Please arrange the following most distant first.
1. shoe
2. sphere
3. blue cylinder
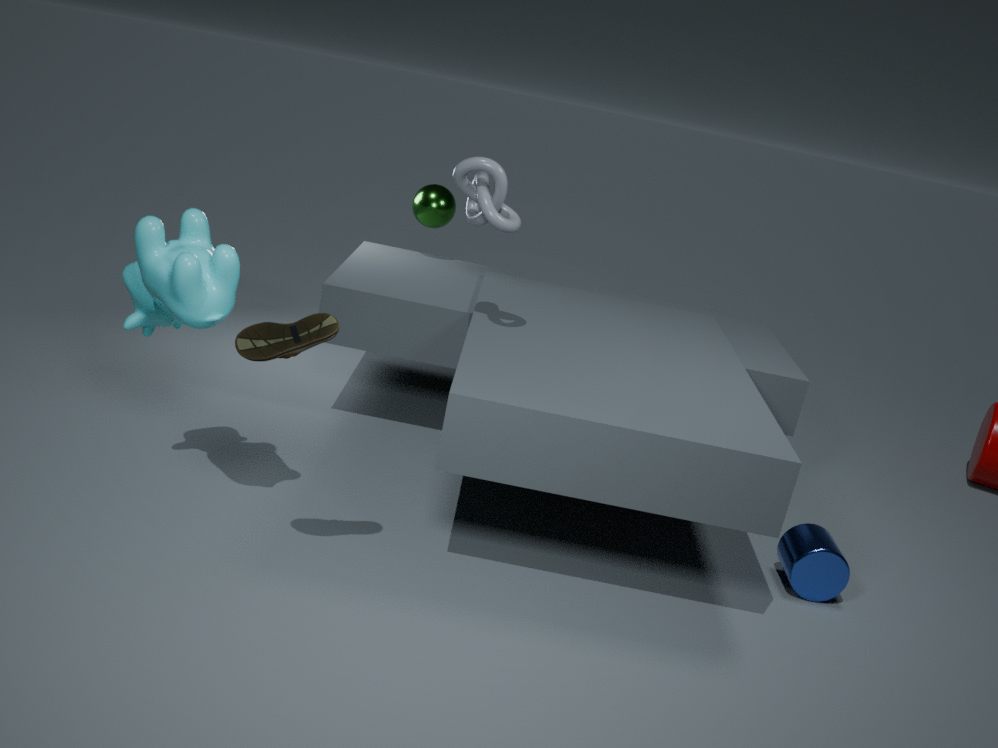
sphere, blue cylinder, shoe
